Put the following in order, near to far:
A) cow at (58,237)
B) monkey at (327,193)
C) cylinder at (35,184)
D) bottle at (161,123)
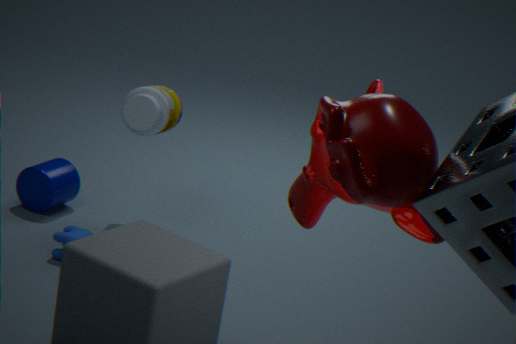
monkey at (327,193), cow at (58,237), bottle at (161,123), cylinder at (35,184)
